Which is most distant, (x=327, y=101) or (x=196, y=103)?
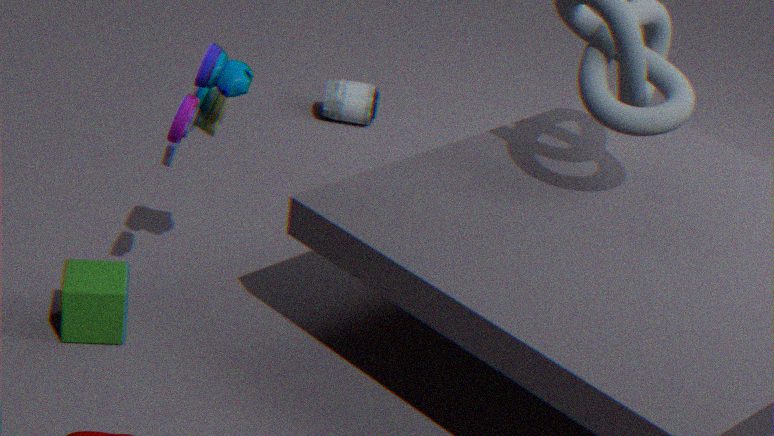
(x=327, y=101)
